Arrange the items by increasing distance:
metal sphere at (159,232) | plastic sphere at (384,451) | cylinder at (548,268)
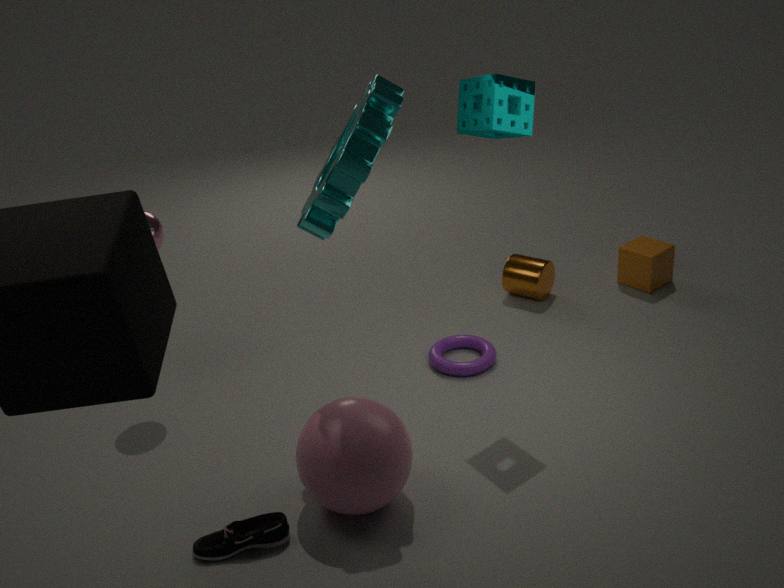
plastic sphere at (384,451) → metal sphere at (159,232) → cylinder at (548,268)
